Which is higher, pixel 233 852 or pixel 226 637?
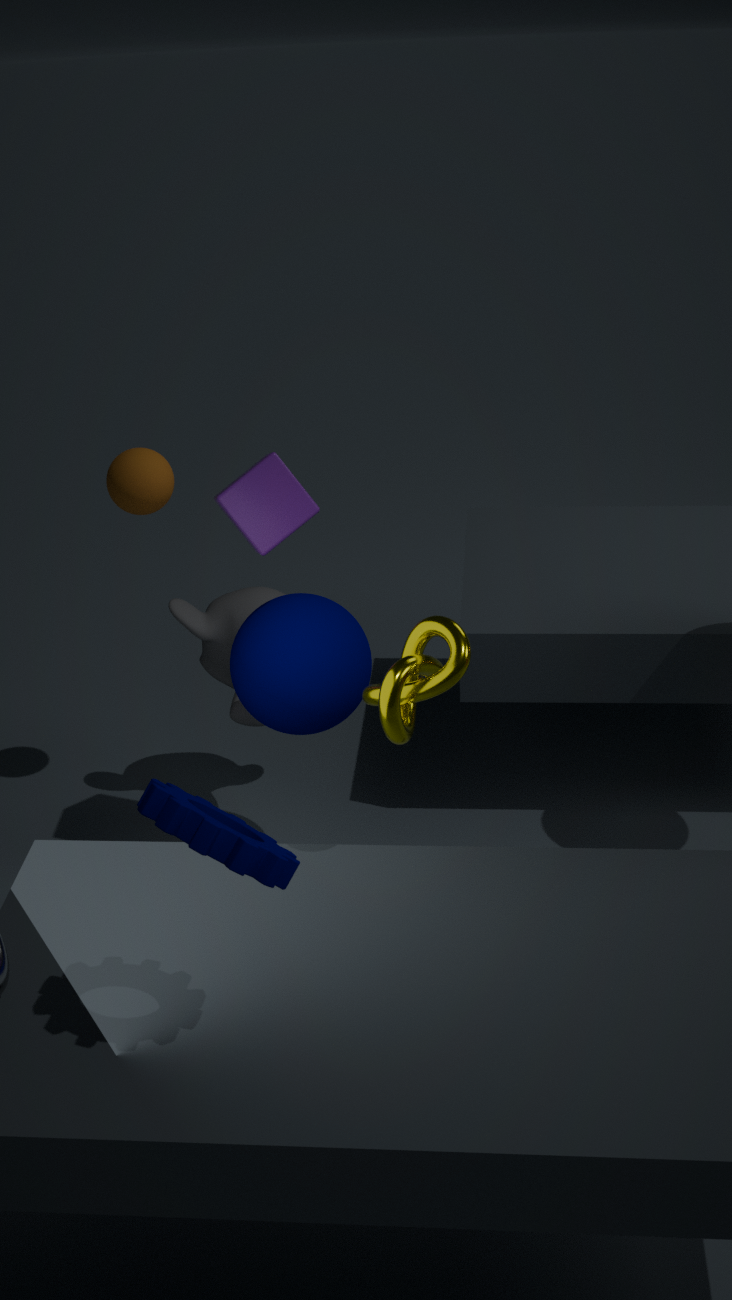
pixel 233 852
